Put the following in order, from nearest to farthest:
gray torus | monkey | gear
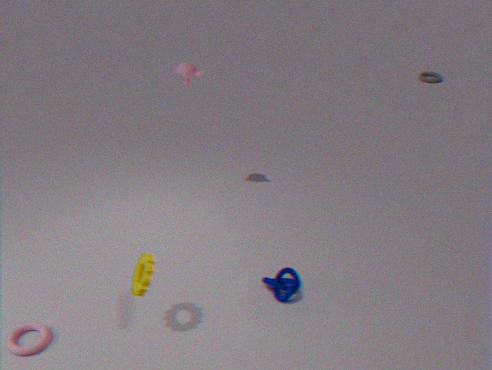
gear, monkey, gray torus
